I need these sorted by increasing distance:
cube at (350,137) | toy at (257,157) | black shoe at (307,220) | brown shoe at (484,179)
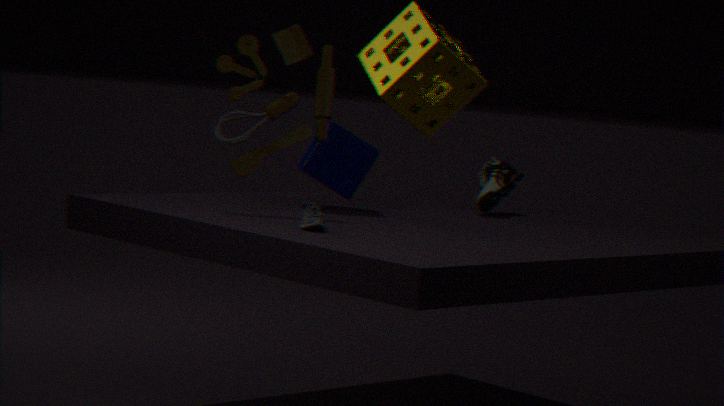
black shoe at (307,220) < toy at (257,157) < cube at (350,137) < brown shoe at (484,179)
